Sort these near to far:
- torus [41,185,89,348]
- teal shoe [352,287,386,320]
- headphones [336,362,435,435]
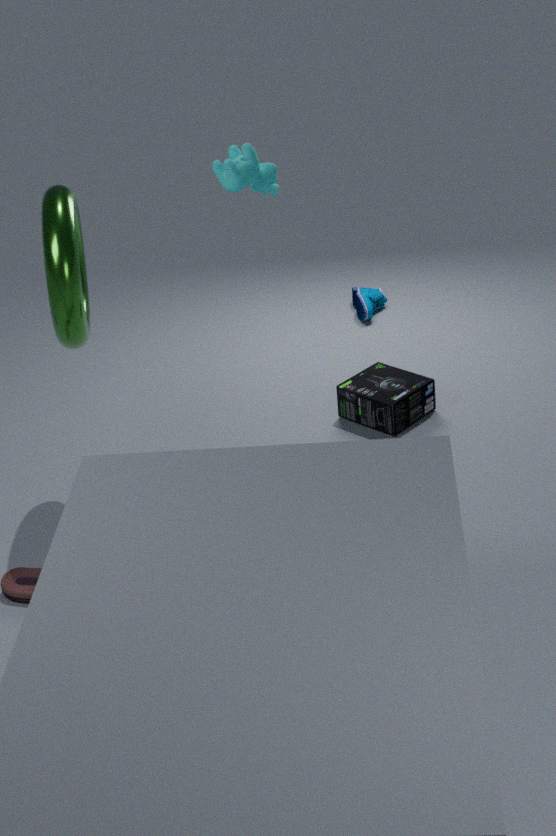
torus [41,185,89,348], headphones [336,362,435,435], teal shoe [352,287,386,320]
